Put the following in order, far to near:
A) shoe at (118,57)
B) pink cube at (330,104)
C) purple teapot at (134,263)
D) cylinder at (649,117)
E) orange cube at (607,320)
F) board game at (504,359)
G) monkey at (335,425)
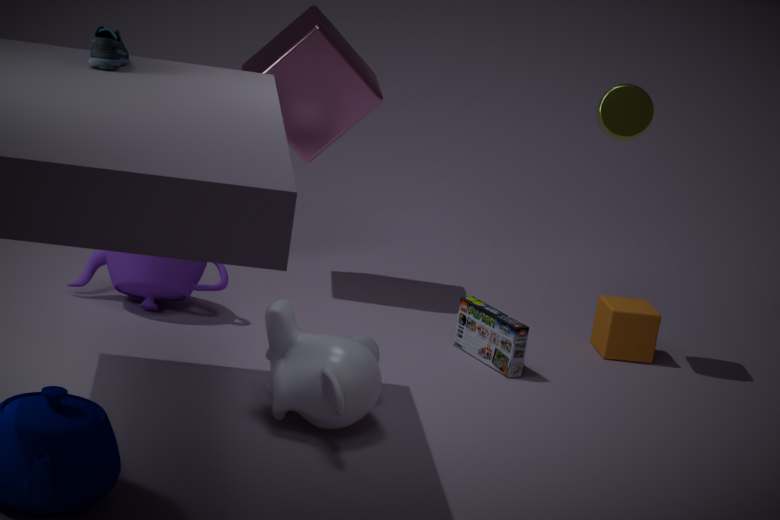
1. pink cube at (330,104)
2. orange cube at (607,320)
3. cylinder at (649,117)
4. board game at (504,359)
5. purple teapot at (134,263)
6. monkey at (335,425)
7. shoe at (118,57)
